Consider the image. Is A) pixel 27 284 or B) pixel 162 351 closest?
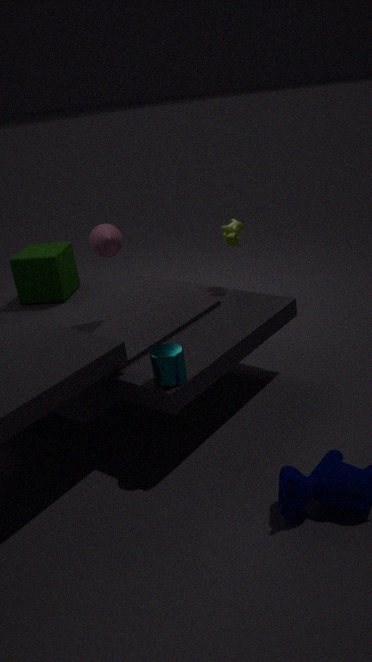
B. pixel 162 351
